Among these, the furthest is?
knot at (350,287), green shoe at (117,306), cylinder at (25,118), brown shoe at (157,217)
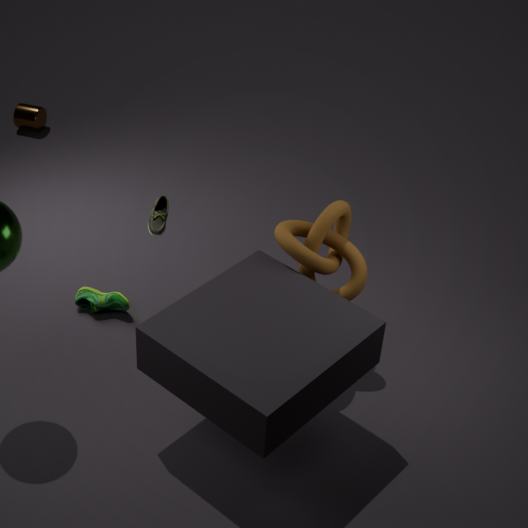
cylinder at (25,118)
